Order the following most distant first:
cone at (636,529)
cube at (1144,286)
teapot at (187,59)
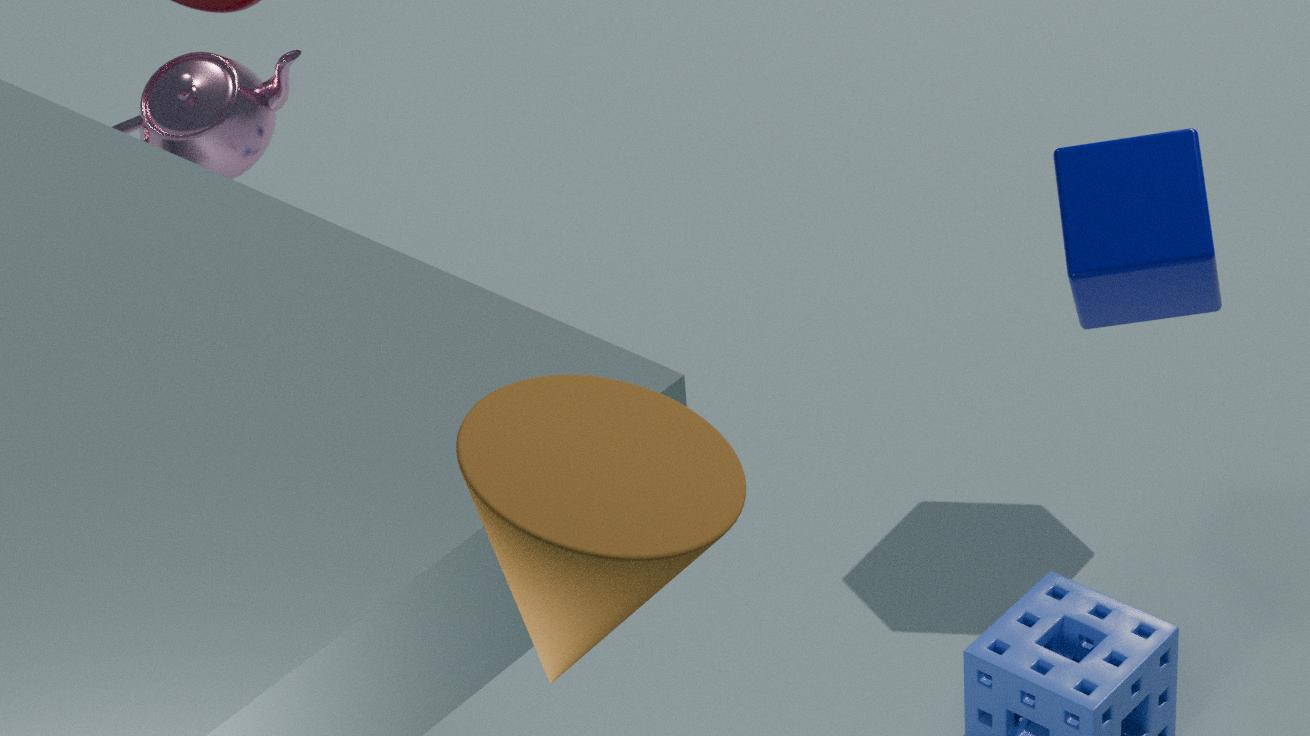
1. cube at (1144,286)
2. teapot at (187,59)
3. cone at (636,529)
